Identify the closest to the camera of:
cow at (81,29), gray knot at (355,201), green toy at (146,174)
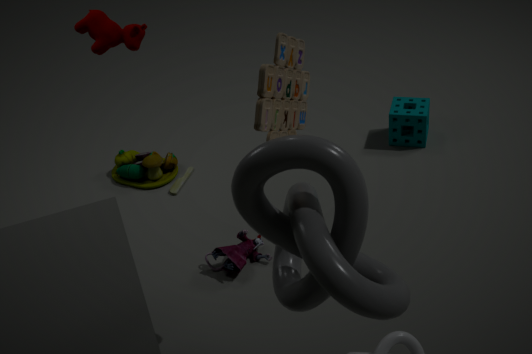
gray knot at (355,201)
